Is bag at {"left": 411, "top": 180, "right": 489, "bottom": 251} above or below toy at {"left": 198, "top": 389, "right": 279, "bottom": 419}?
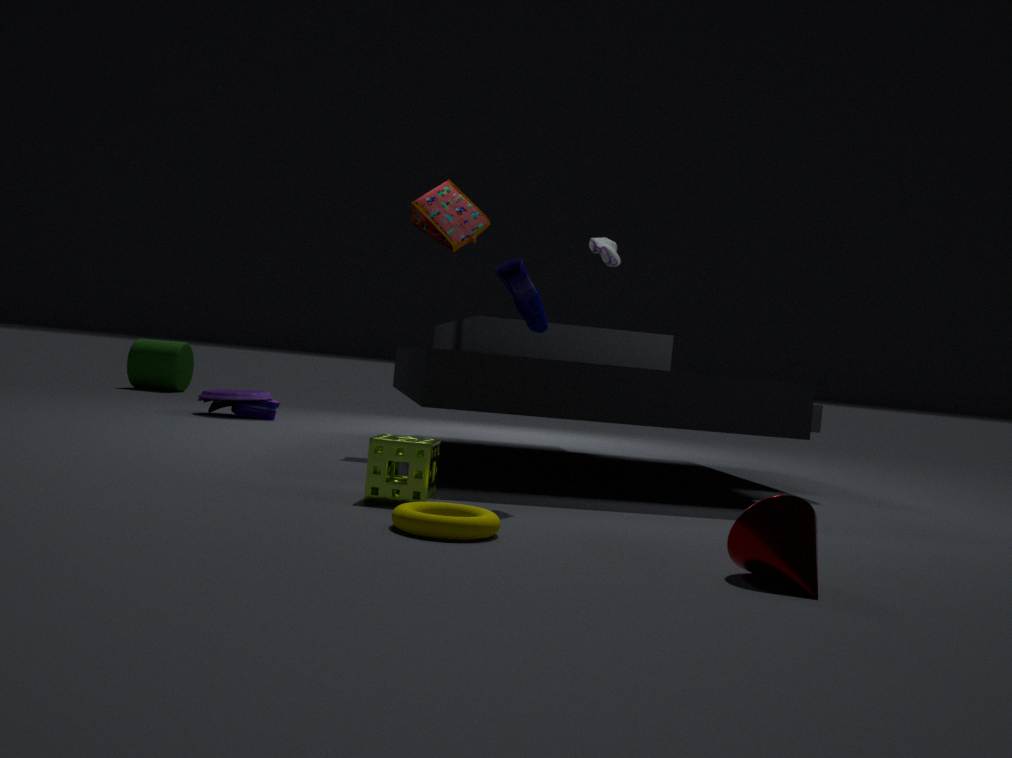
above
